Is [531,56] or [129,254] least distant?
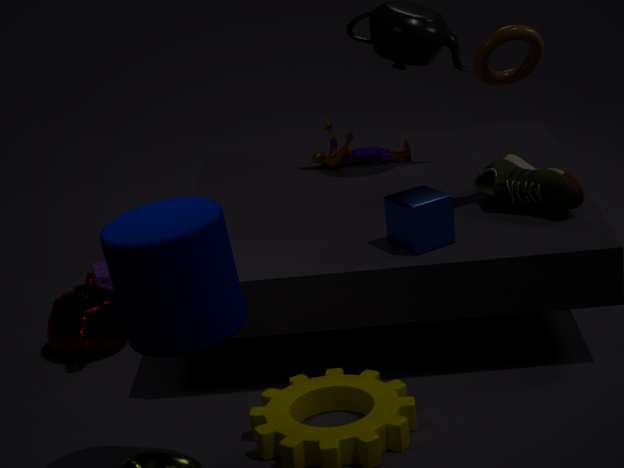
[129,254]
